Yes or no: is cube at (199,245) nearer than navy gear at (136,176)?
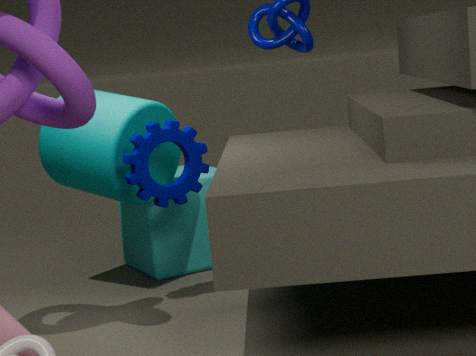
No
